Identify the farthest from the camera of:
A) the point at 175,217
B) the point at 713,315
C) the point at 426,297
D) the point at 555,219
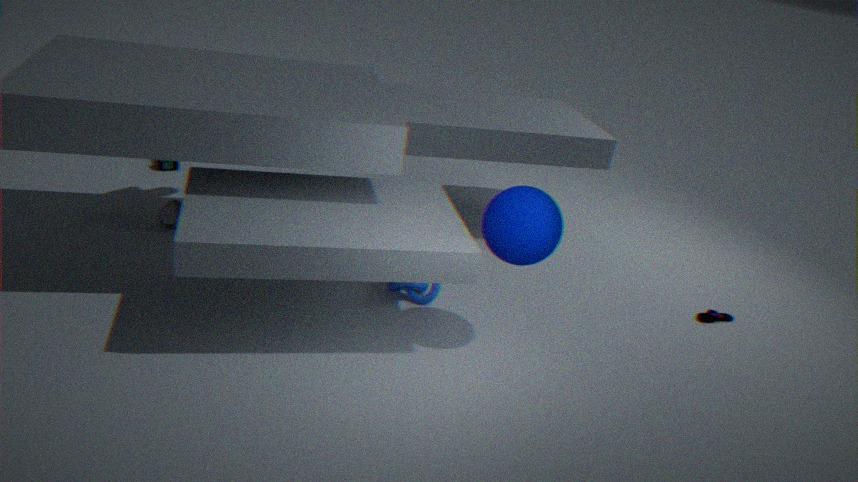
the point at 713,315
